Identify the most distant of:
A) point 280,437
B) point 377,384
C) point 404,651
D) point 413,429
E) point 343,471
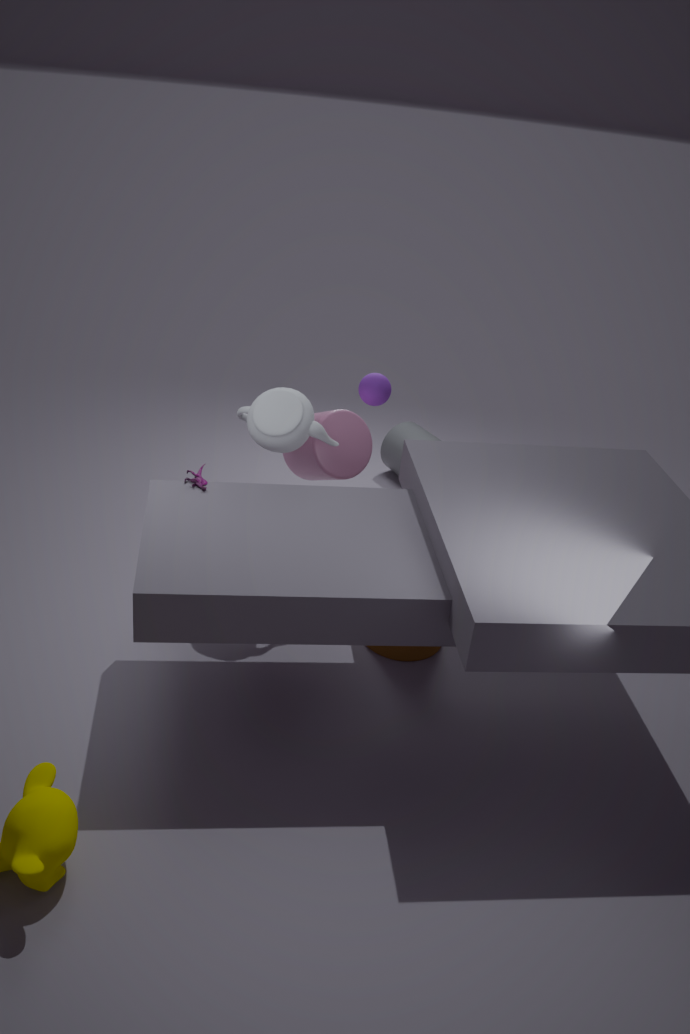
point 413,429
